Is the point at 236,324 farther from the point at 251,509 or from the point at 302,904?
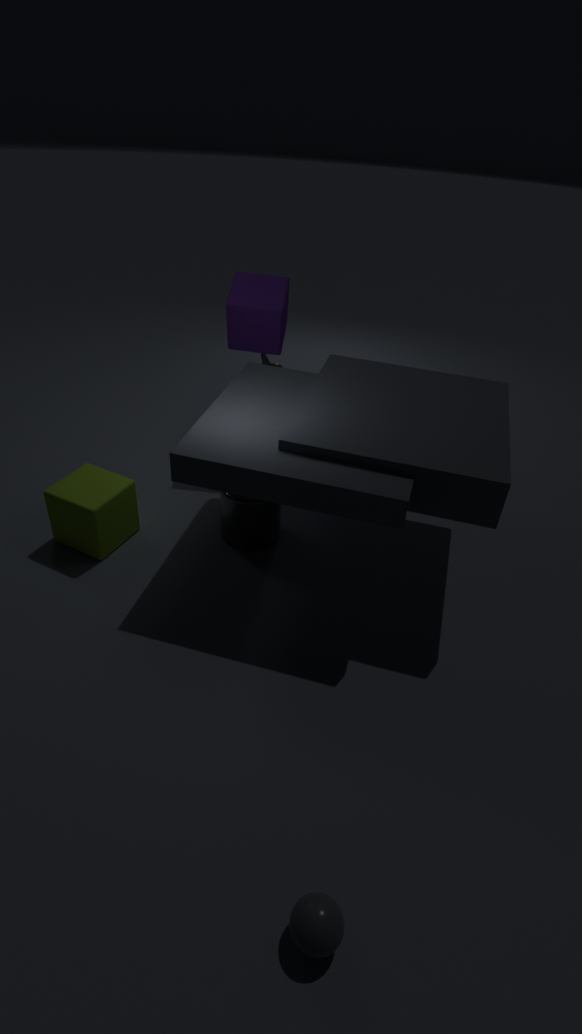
the point at 302,904
